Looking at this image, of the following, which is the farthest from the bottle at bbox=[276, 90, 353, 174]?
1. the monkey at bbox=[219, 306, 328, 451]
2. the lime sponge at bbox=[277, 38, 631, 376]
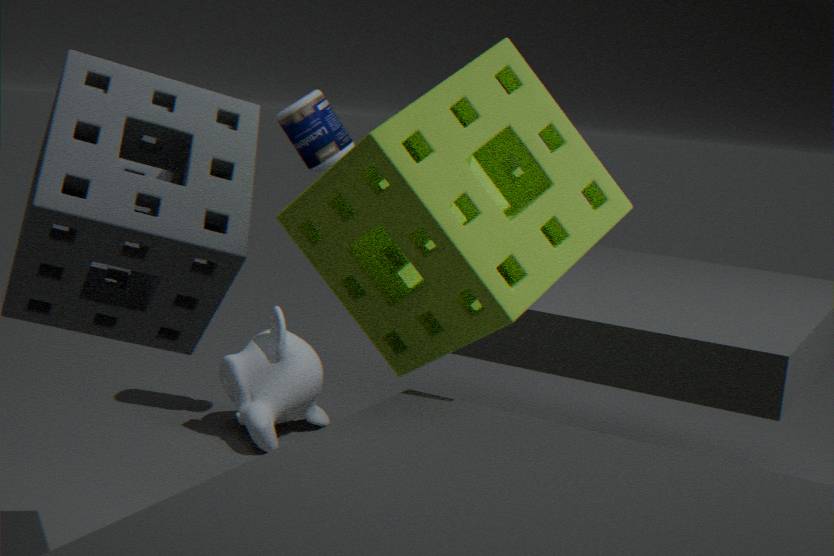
the lime sponge at bbox=[277, 38, 631, 376]
